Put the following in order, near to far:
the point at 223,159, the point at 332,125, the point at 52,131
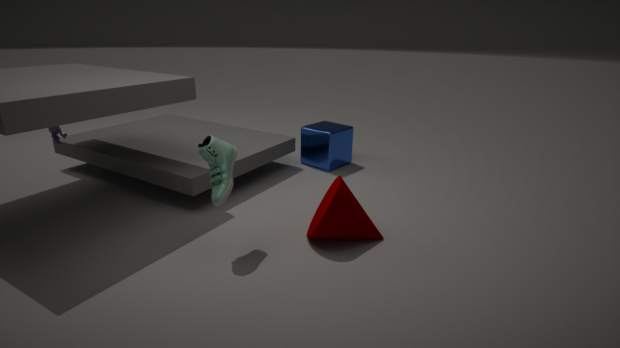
the point at 223,159 → the point at 52,131 → the point at 332,125
